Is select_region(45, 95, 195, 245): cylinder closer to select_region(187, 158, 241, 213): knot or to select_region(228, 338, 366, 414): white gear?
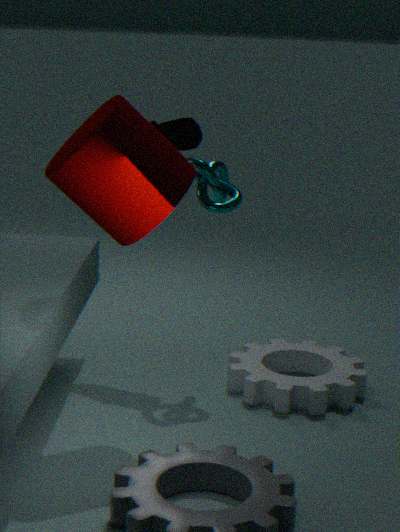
select_region(187, 158, 241, 213): knot
